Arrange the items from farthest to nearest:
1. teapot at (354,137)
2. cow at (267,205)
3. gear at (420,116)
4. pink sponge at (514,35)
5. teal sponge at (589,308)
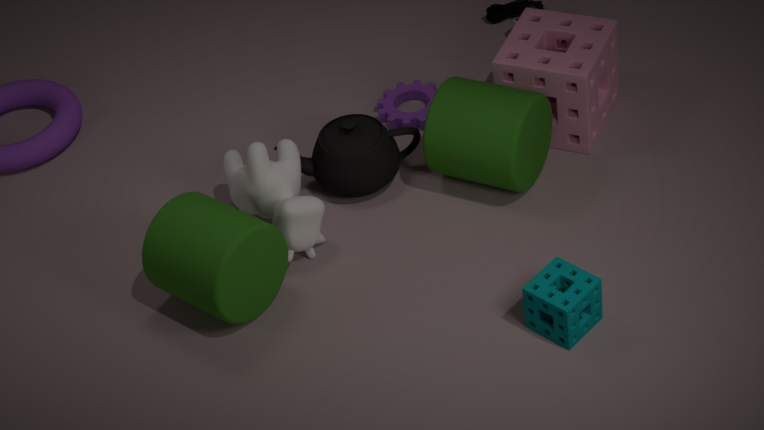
gear at (420,116) → teapot at (354,137) → pink sponge at (514,35) → cow at (267,205) → teal sponge at (589,308)
